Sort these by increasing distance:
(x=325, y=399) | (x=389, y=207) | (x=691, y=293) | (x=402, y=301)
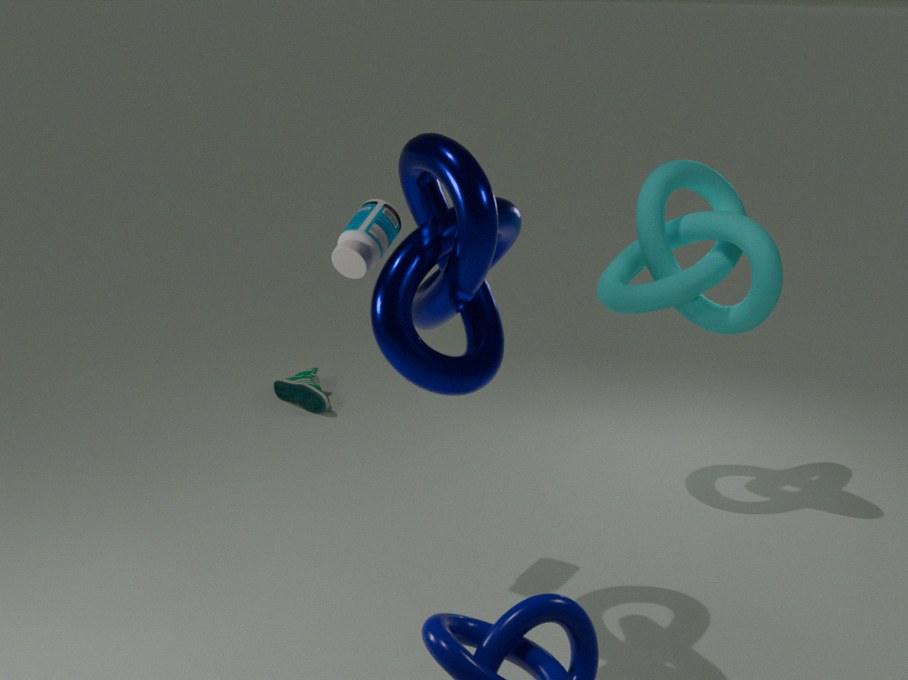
(x=402, y=301)
(x=389, y=207)
(x=691, y=293)
(x=325, y=399)
